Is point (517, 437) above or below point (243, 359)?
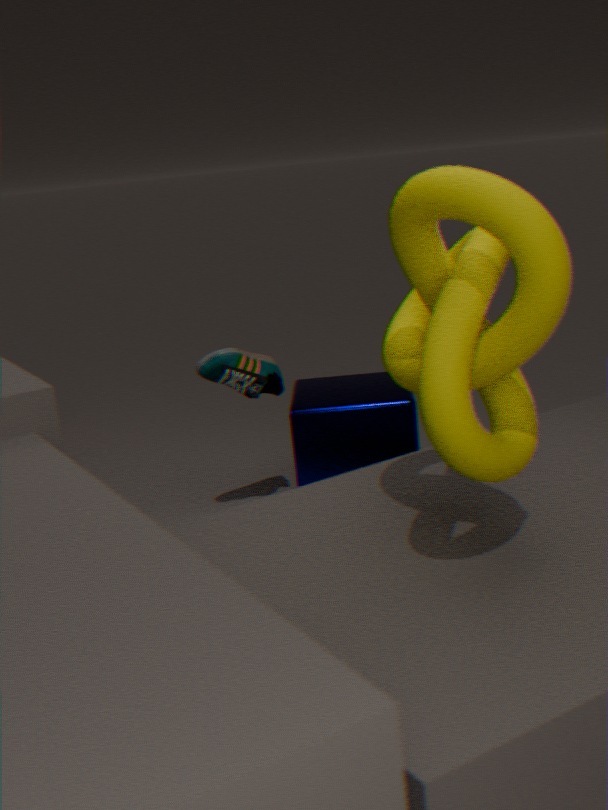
above
